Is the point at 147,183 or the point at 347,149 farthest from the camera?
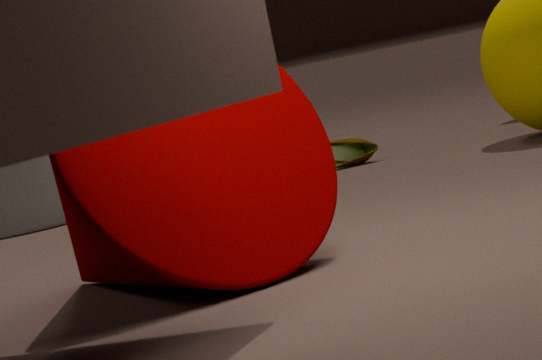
the point at 347,149
